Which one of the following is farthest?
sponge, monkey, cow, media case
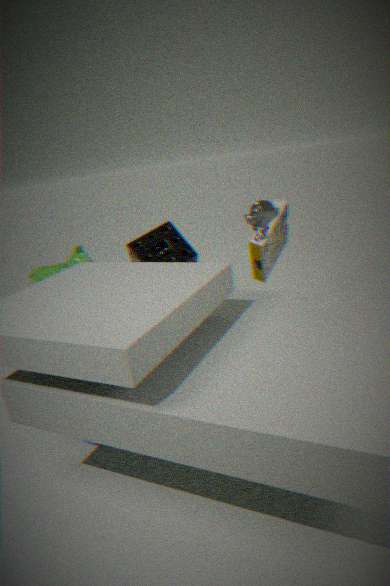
cow
